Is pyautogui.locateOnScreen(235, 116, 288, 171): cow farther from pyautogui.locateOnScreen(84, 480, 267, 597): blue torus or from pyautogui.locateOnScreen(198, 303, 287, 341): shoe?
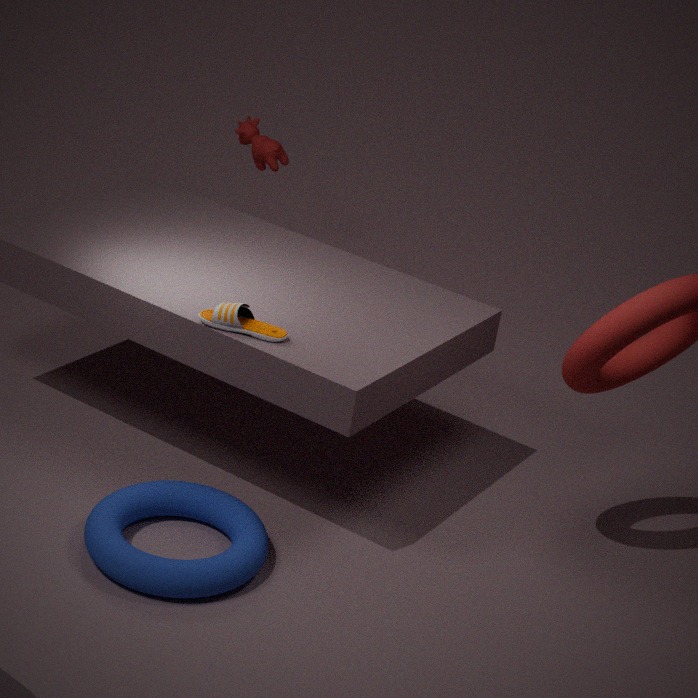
pyautogui.locateOnScreen(84, 480, 267, 597): blue torus
